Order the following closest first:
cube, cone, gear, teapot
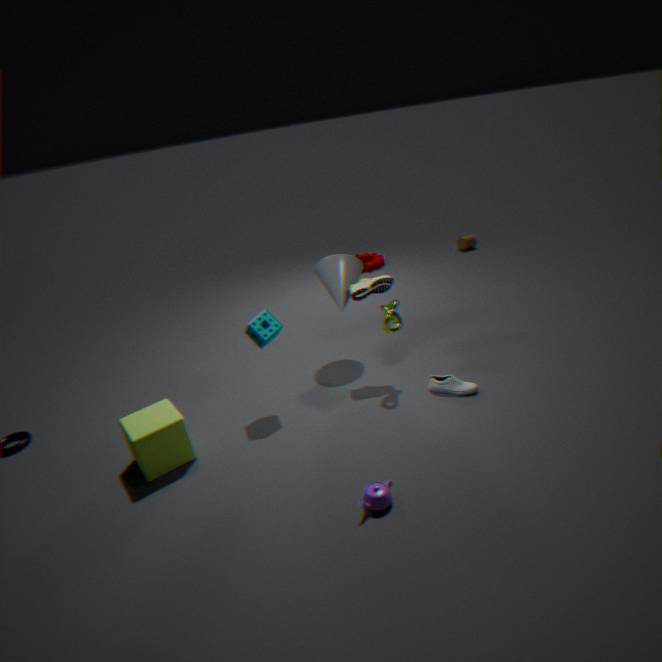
1. teapot
2. cube
3. cone
4. gear
